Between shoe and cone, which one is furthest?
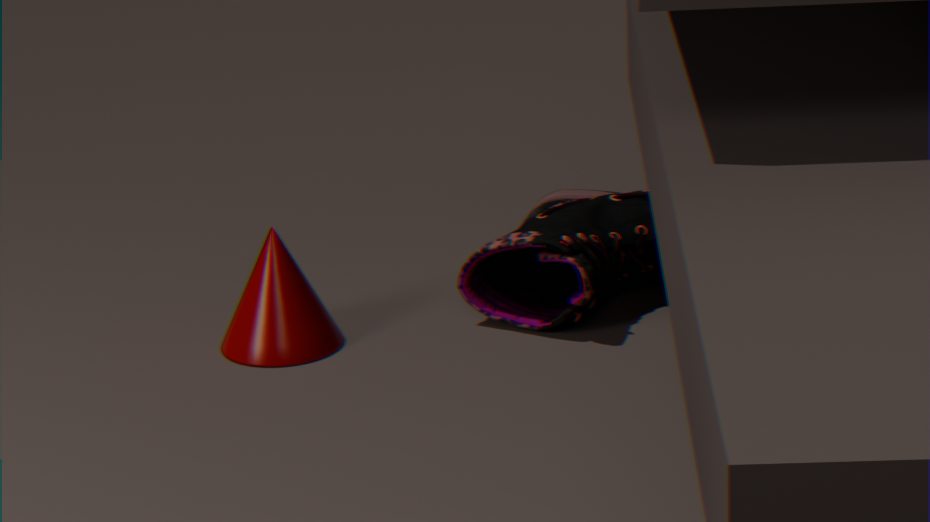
shoe
